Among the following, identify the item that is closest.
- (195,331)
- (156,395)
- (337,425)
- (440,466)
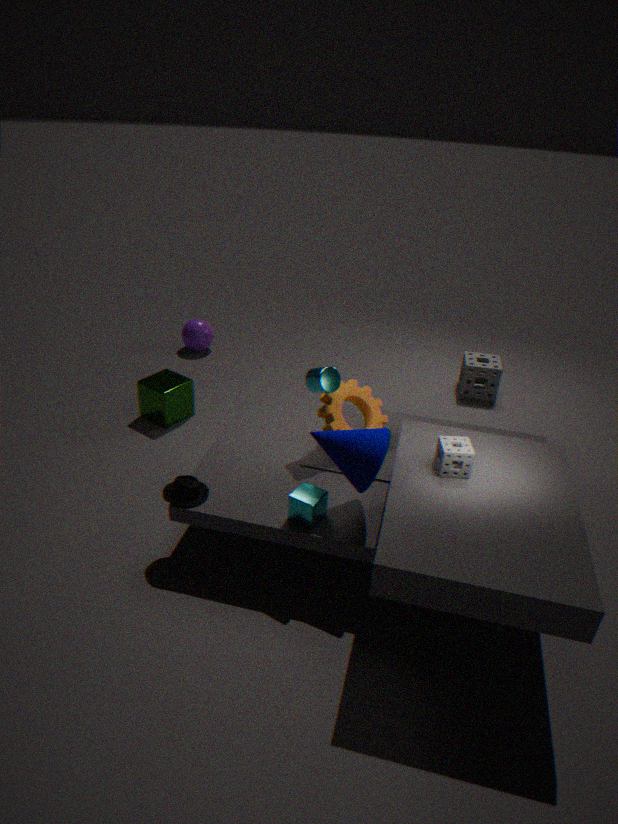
(440,466)
